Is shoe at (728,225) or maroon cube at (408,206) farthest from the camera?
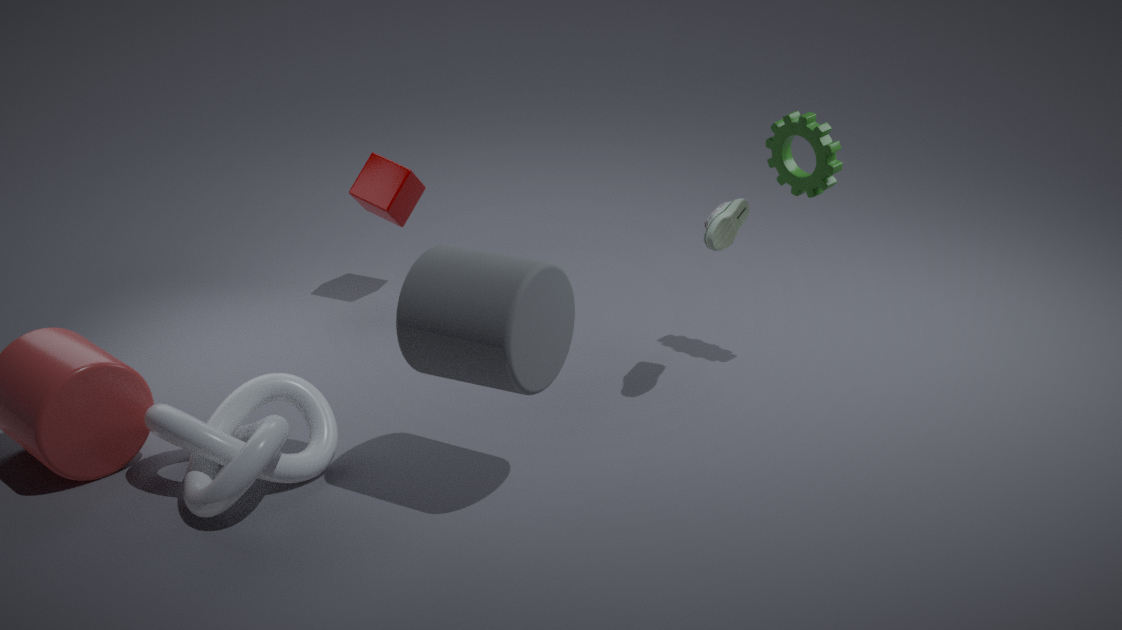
maroon cube at (408,206)
